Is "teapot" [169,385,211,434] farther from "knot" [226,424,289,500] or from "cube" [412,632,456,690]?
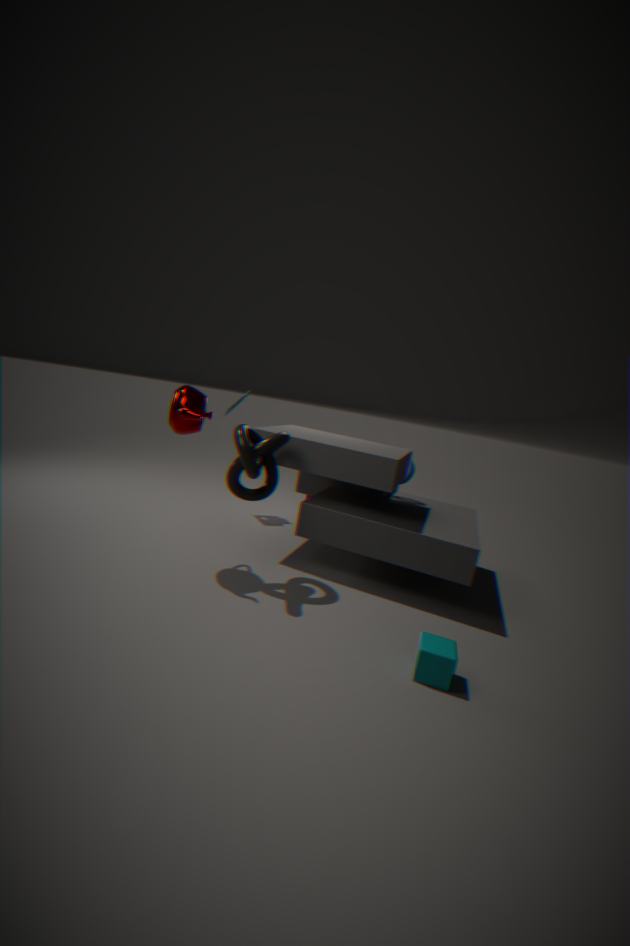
"cube" [412,632,456,690]
